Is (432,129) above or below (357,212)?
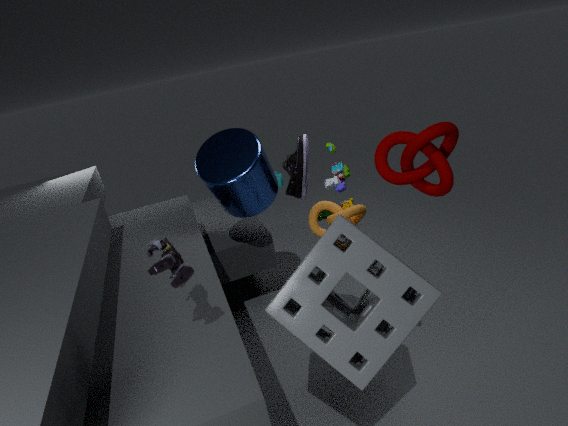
above
